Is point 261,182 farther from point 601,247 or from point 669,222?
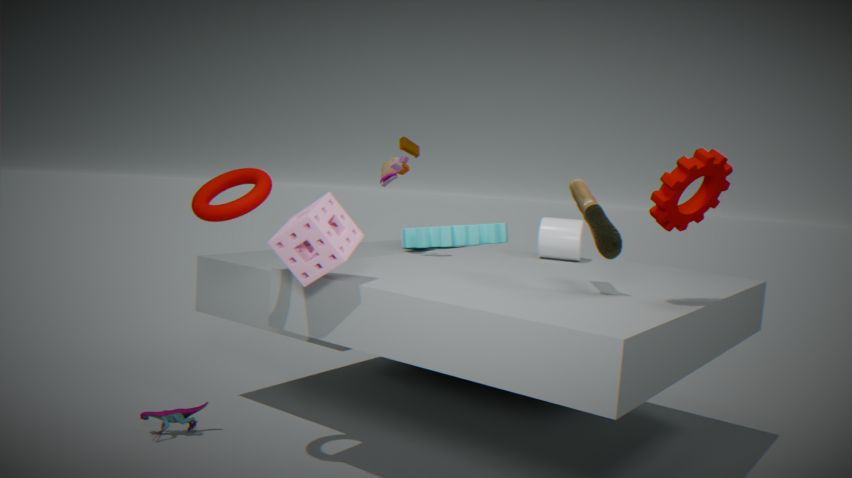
point 669,222
